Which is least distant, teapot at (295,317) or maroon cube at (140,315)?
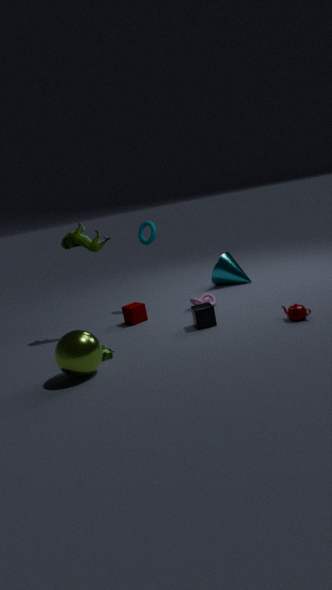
teapot at (295,317)
